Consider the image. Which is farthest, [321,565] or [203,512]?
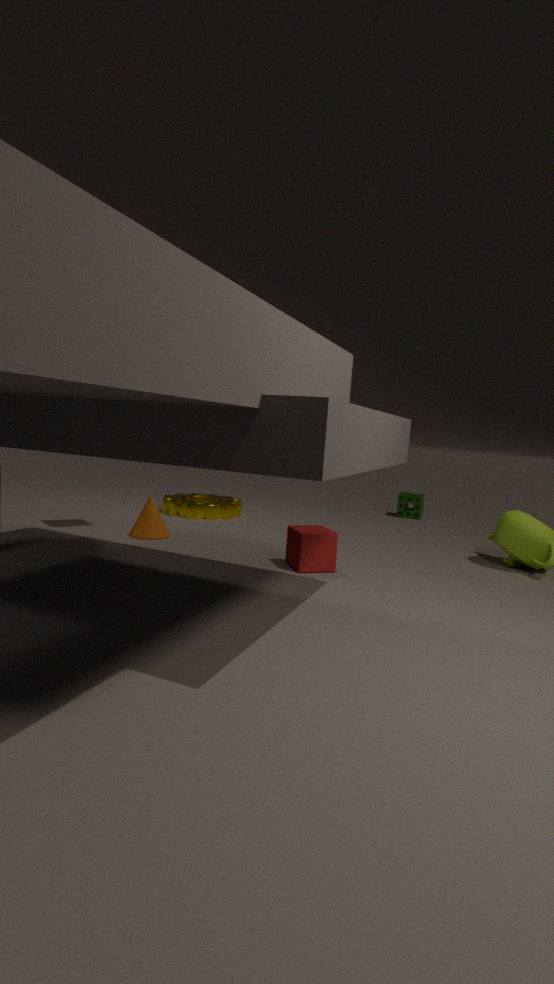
[203,512]
